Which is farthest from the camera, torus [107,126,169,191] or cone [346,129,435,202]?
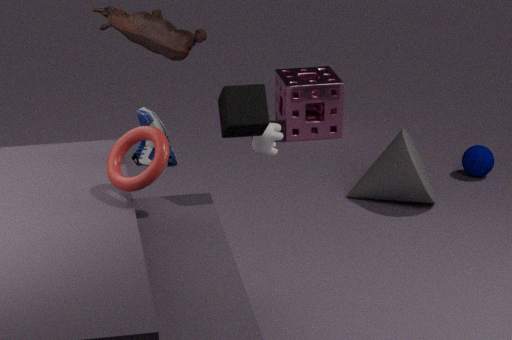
cone [346,129,435,202]
